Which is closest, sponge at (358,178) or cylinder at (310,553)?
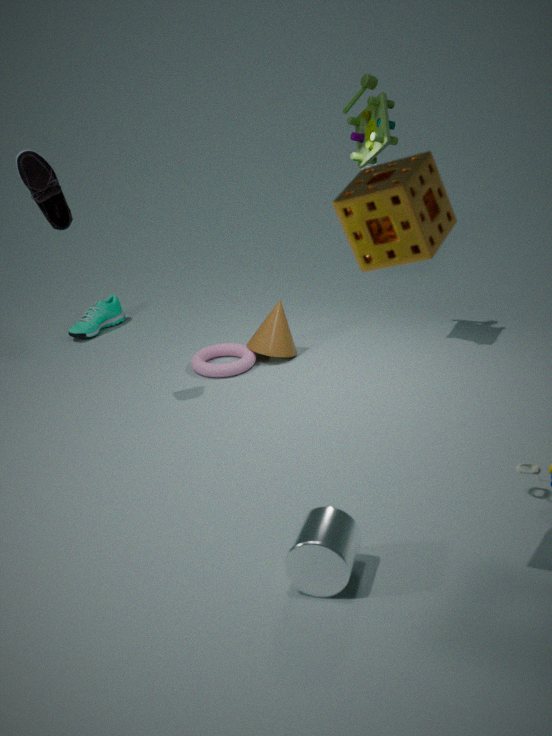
sponge at (358,178)
